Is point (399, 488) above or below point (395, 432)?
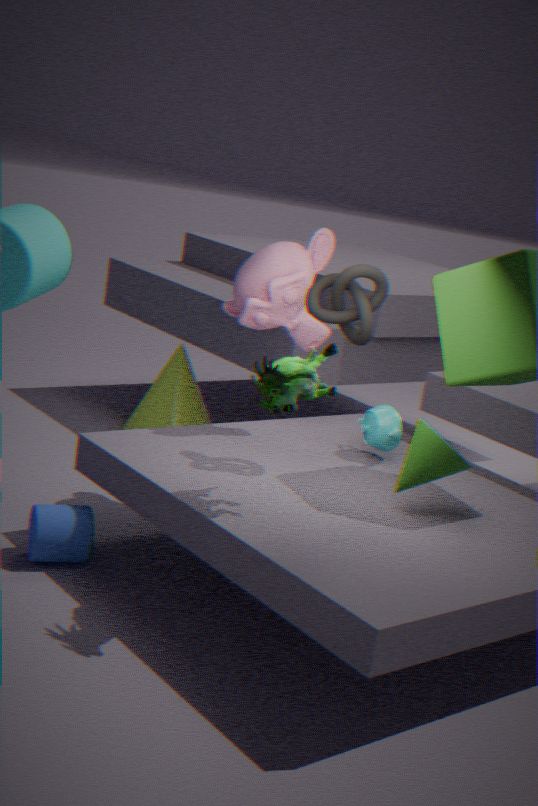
above
